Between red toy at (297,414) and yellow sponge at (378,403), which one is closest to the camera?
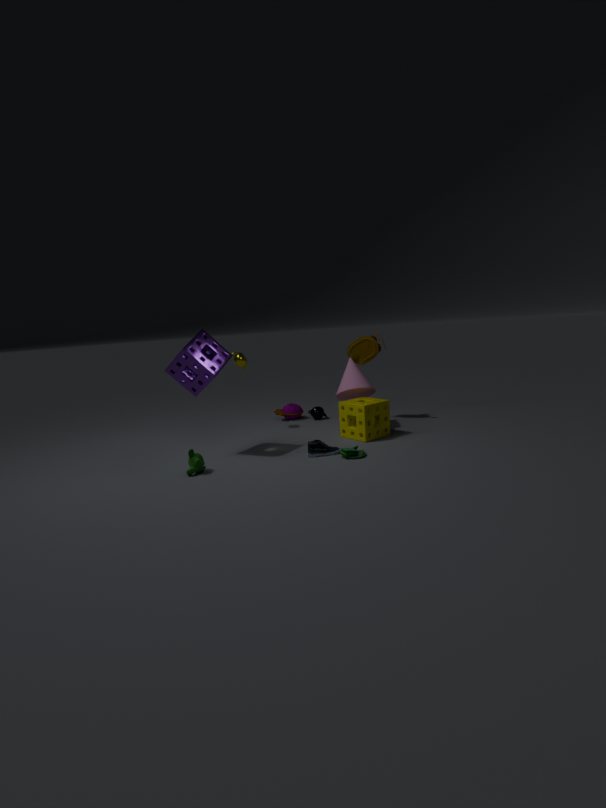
yellow sponge at (378,403)
